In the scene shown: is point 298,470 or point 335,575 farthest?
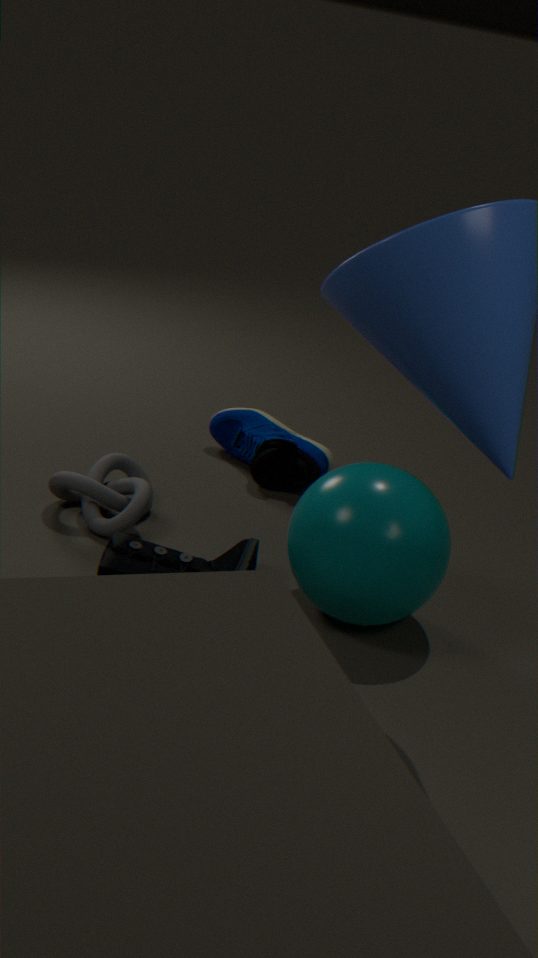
point 298,470
